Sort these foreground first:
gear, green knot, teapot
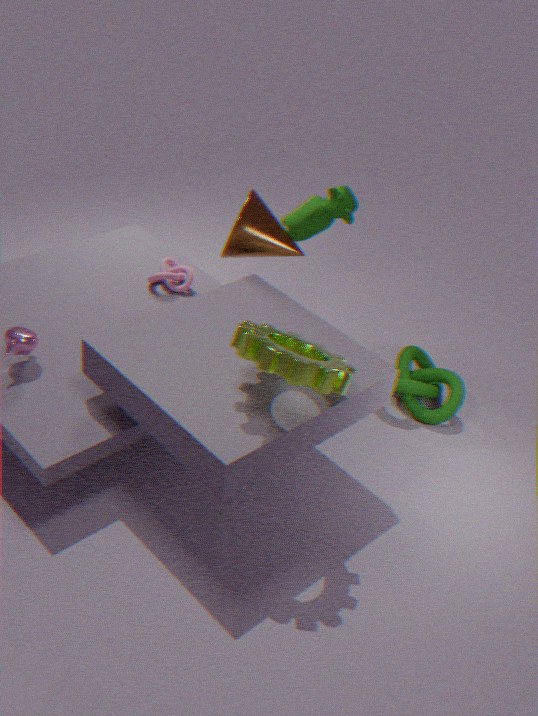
gear, teapot, green knot
